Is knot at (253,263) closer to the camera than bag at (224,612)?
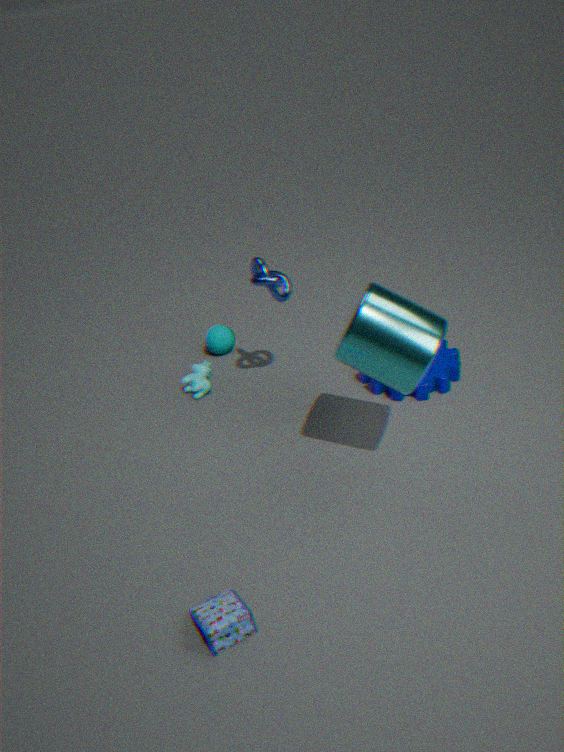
No
